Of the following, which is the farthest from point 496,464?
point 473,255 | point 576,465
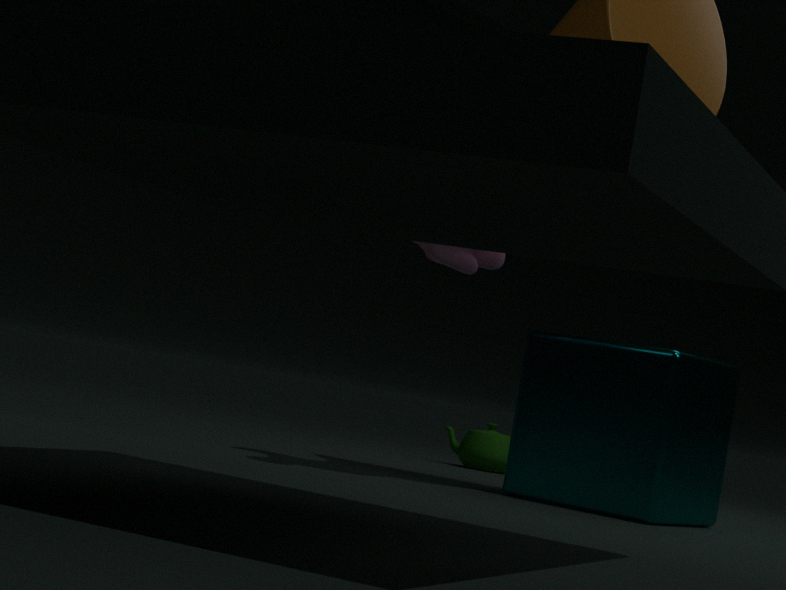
point 473,255
